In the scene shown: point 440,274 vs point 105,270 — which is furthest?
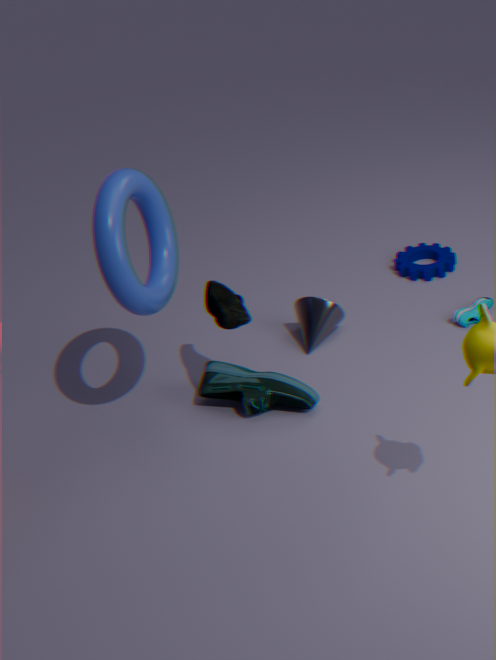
point 440,274
